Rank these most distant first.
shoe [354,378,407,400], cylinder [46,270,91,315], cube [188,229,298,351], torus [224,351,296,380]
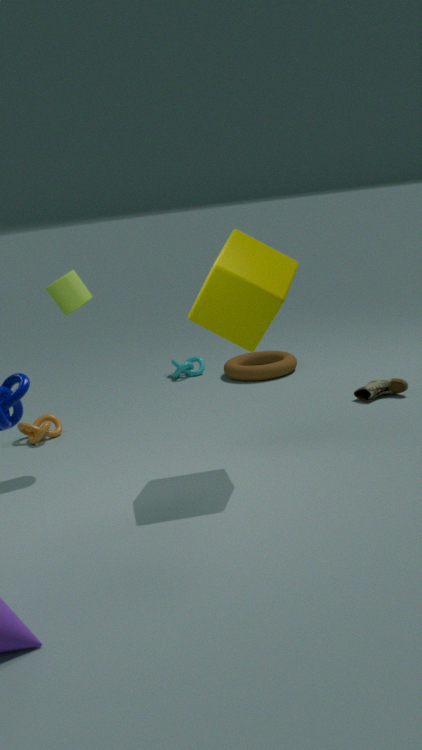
torus [224,351,296,380]
shoe [354,378,407,400]
cylinder [46,270,91,315]
cube [188,229,298,351]
